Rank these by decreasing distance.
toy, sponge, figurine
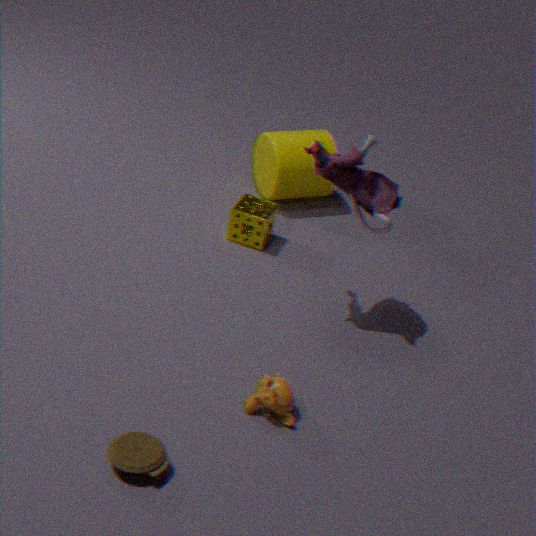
1. sponge
2. figurine
3. toy
